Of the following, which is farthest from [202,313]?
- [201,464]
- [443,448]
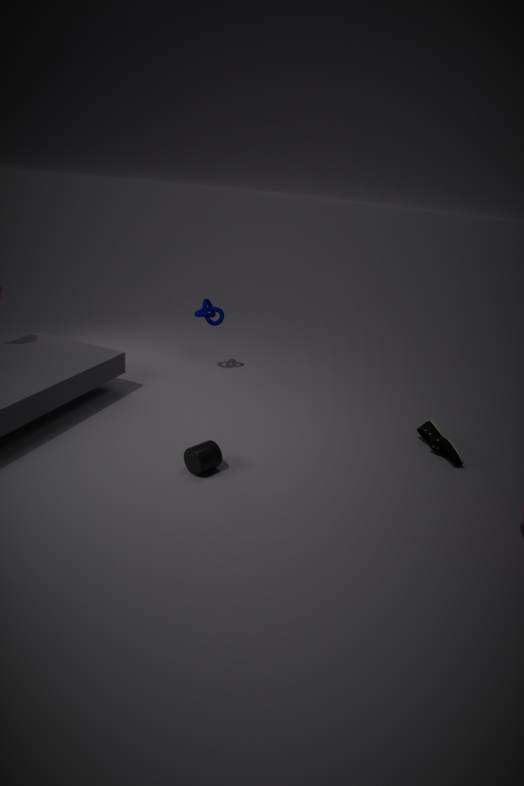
[443,448]
